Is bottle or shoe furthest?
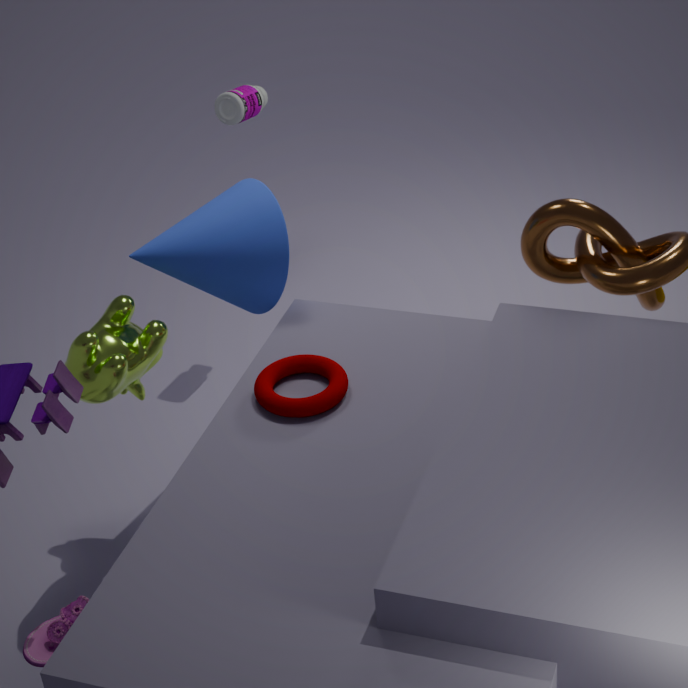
bottle
